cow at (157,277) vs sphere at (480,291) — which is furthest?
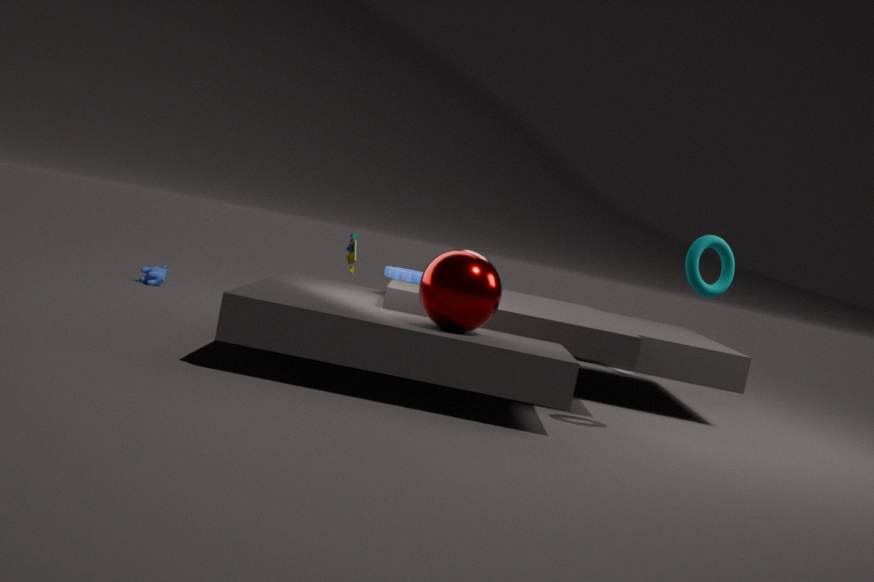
cow at (157,277)
